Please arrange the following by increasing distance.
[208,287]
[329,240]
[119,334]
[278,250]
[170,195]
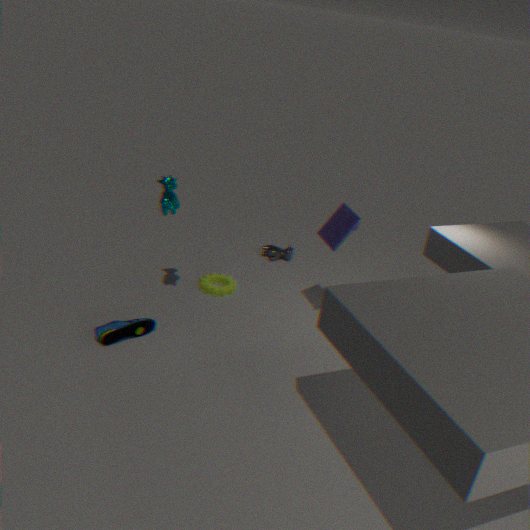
1. [119,334]
2. [170,195]
3. [329,240]
4. [208,287]
5. [278,250]
